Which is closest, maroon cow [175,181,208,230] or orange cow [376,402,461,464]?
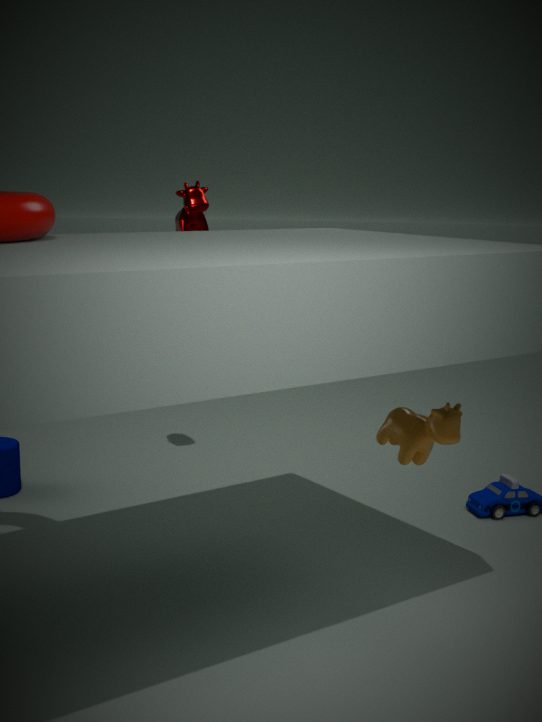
orange cow [376,402,461,464]
